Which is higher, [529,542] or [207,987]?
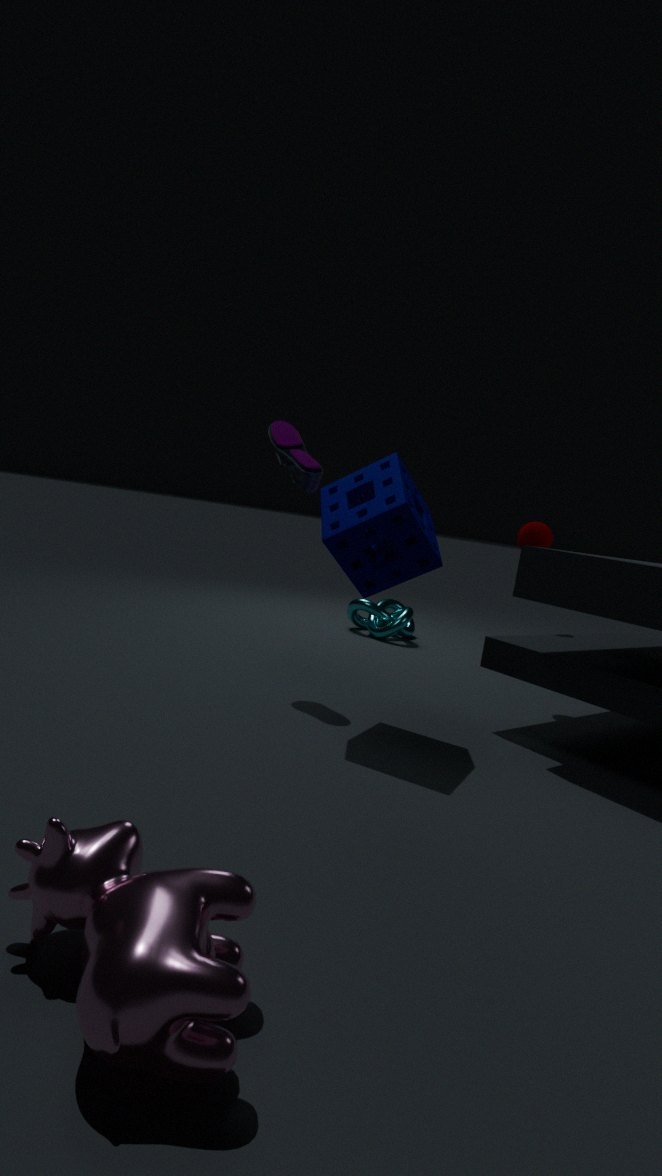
[529,542]
